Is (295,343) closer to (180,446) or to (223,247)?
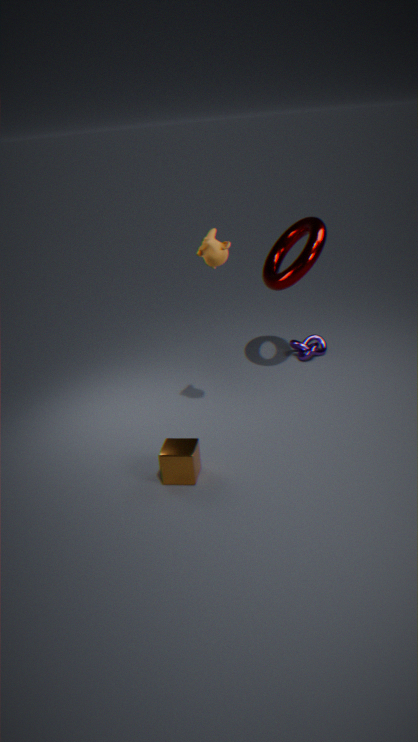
(223,247)
